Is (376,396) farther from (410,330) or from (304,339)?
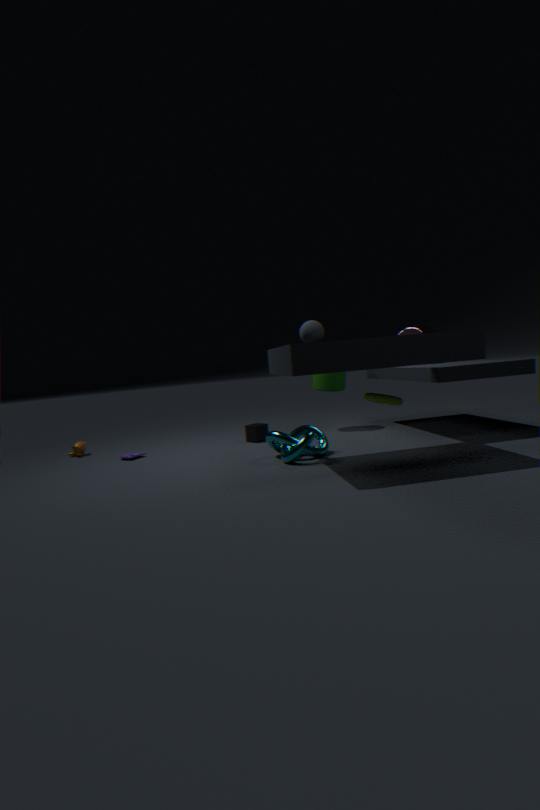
(410,330)
